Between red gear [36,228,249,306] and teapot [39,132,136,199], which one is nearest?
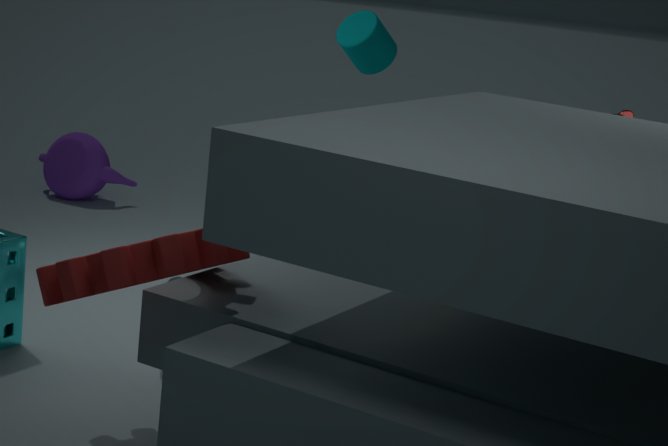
red gear [36,228,249,306]
